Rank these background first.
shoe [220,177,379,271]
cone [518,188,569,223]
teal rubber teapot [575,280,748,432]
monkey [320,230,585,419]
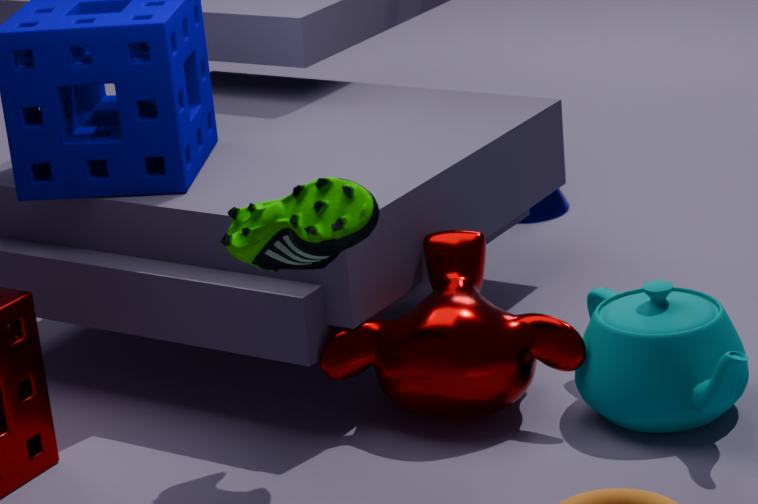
cone [518,188,569,223] < monkey [320,230,585,419] < teal rubber teapot [575,280,748,432] < shoe [220,177,379,271]
